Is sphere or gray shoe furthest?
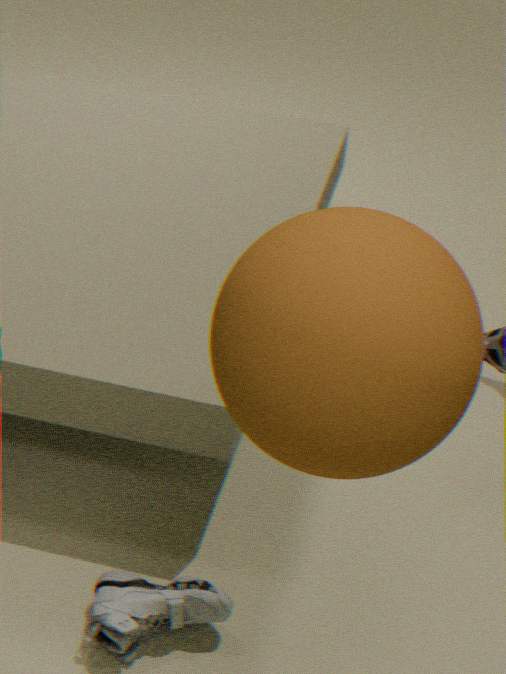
gray shoe
